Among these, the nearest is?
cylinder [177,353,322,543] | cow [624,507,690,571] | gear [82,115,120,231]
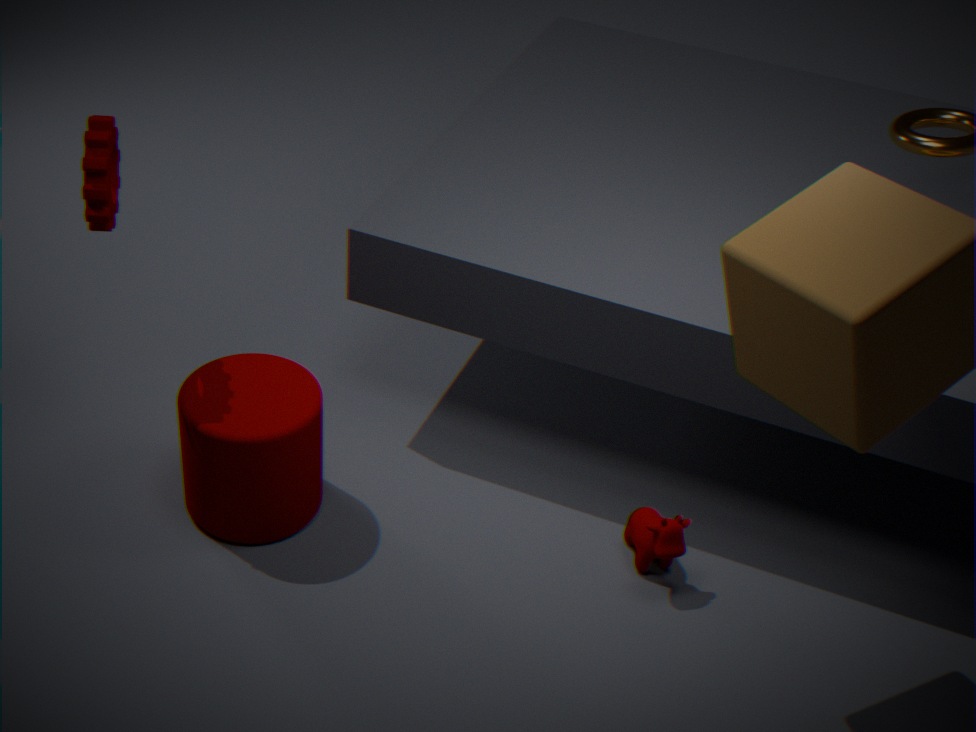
gear [82,115,120,231]
